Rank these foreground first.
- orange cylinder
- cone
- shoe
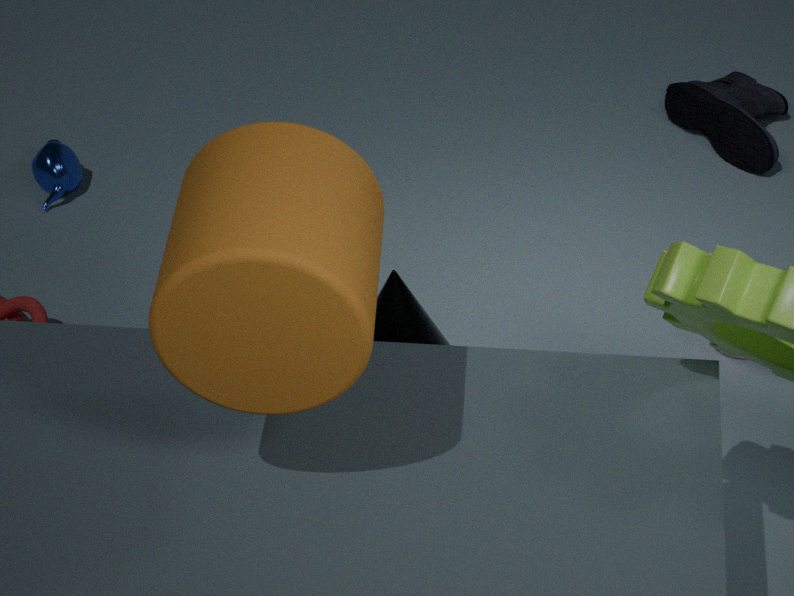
1. orange cylinder
2. cone
3. shoe
